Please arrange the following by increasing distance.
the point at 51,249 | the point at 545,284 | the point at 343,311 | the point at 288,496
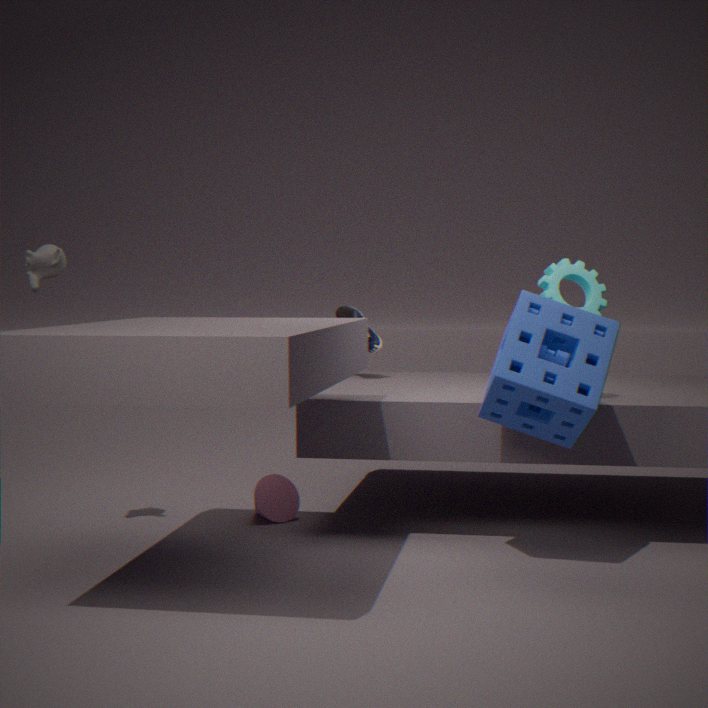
the point at 545,284, the point at 51,249, the point at 288,496, the point at 343,311
